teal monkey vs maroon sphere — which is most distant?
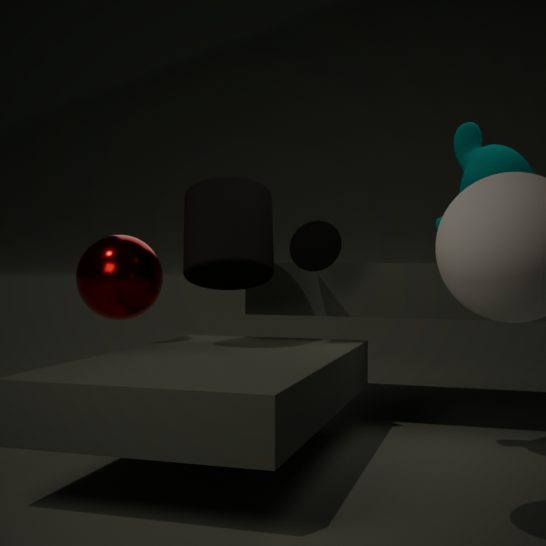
maroon sphere
